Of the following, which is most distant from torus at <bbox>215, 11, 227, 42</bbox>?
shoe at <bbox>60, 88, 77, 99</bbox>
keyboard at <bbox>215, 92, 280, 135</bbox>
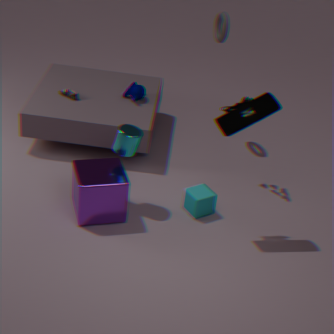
shoe at <bbox>60, 88, 77, 99</bbox>
